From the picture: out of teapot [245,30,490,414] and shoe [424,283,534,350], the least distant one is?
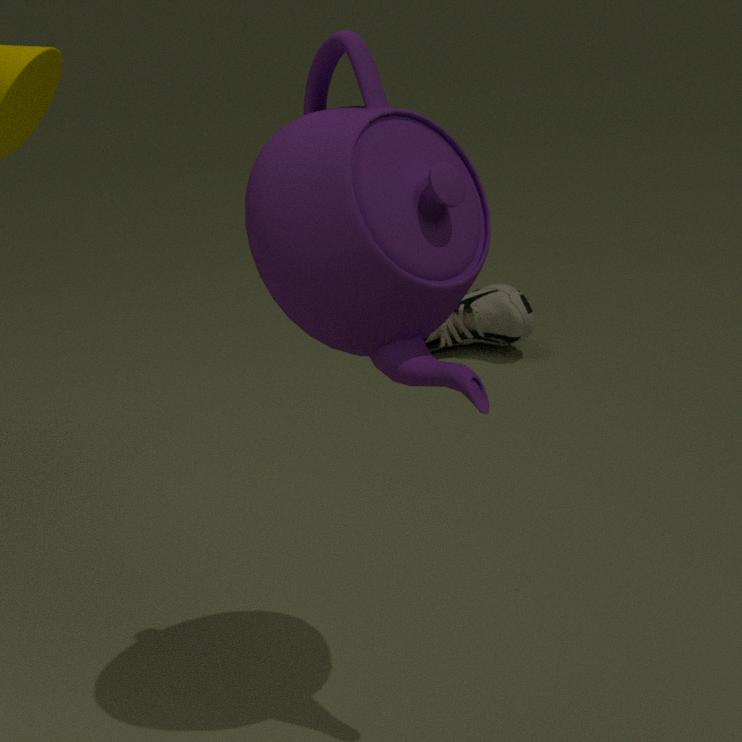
teapot [245,30,490,414]
